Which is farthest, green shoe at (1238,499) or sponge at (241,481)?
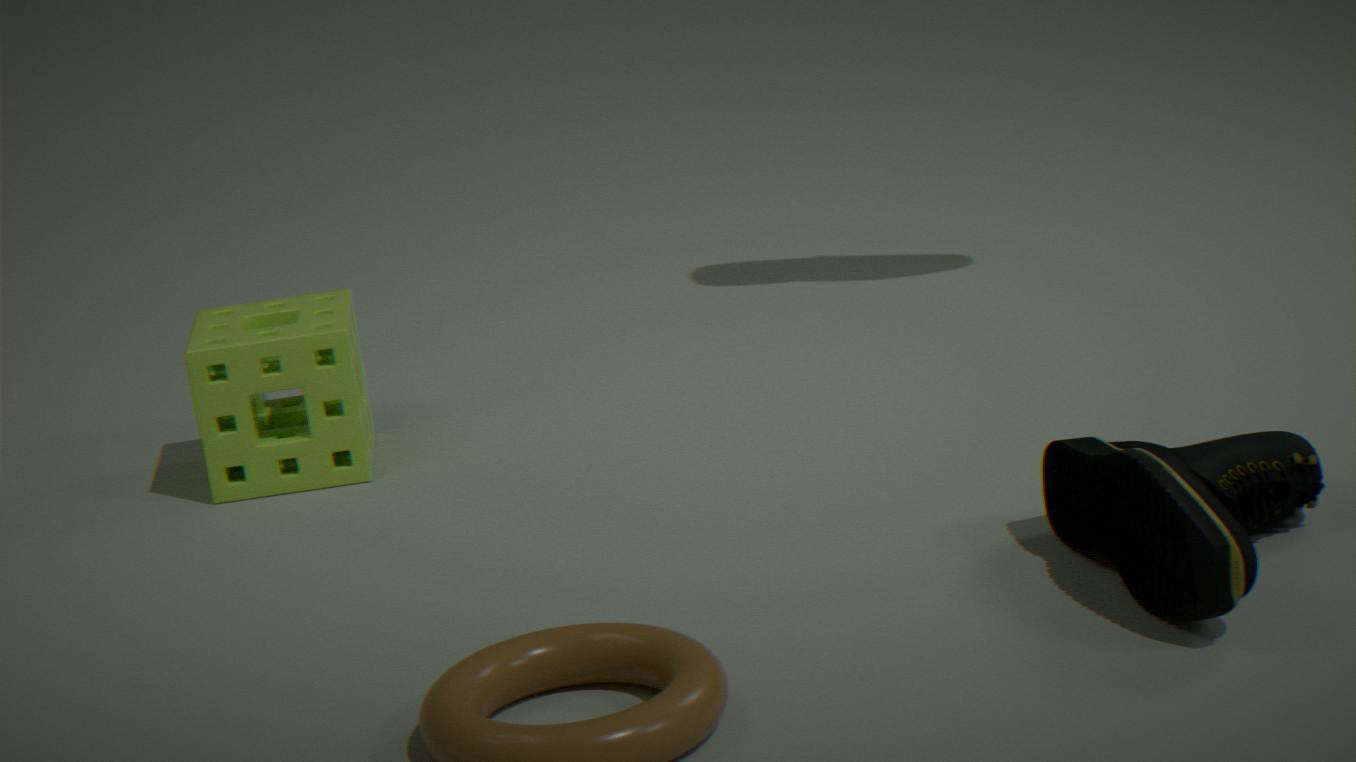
sponge at (241,481)
